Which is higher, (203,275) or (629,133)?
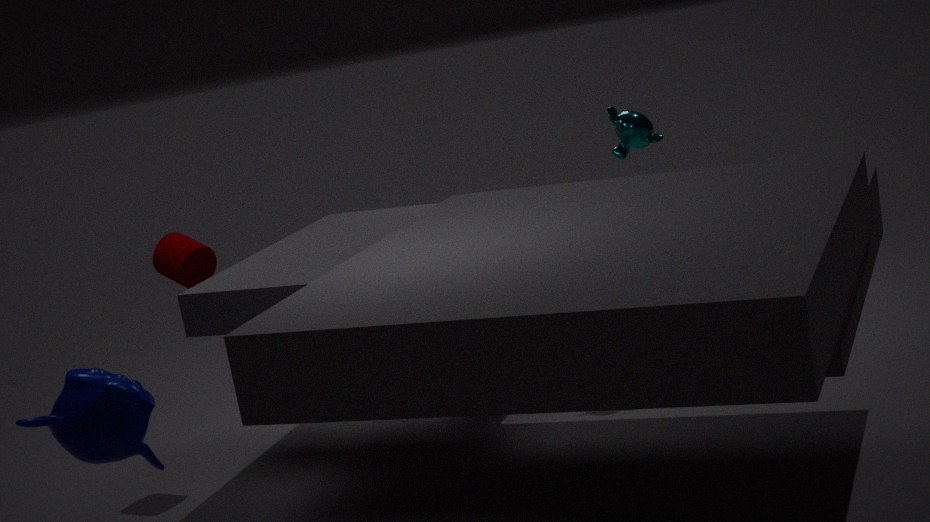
(629,133)
